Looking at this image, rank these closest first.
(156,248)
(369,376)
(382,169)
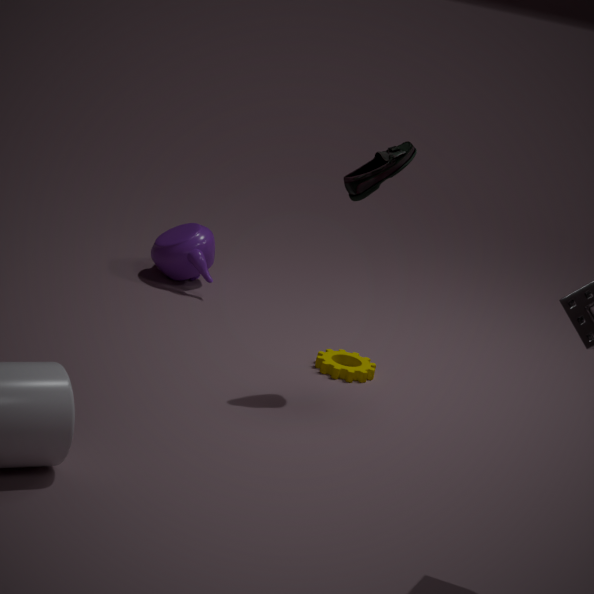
(382,169), (369,376), (156,248)
